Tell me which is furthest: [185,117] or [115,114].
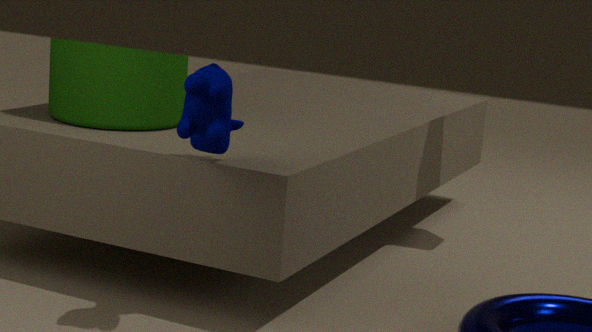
[115,114]
